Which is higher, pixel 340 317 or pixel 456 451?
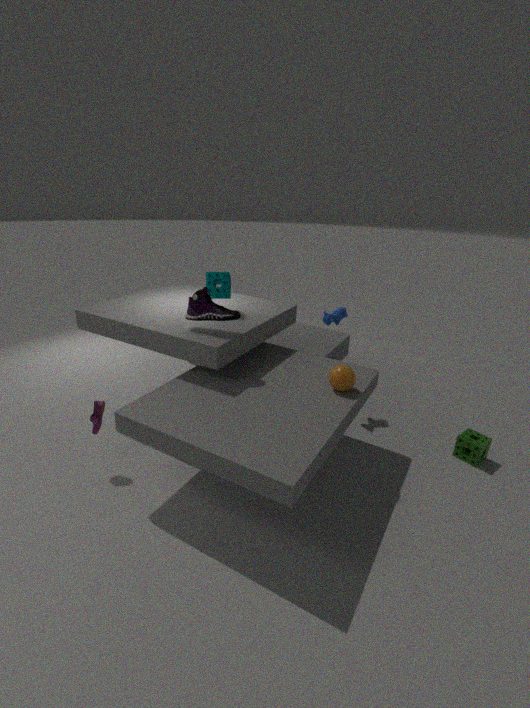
pixel 340 317
